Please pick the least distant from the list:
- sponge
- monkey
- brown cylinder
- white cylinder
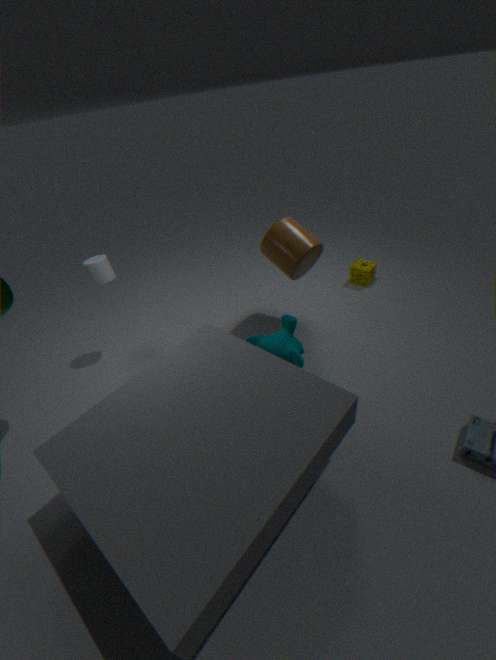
monkey
